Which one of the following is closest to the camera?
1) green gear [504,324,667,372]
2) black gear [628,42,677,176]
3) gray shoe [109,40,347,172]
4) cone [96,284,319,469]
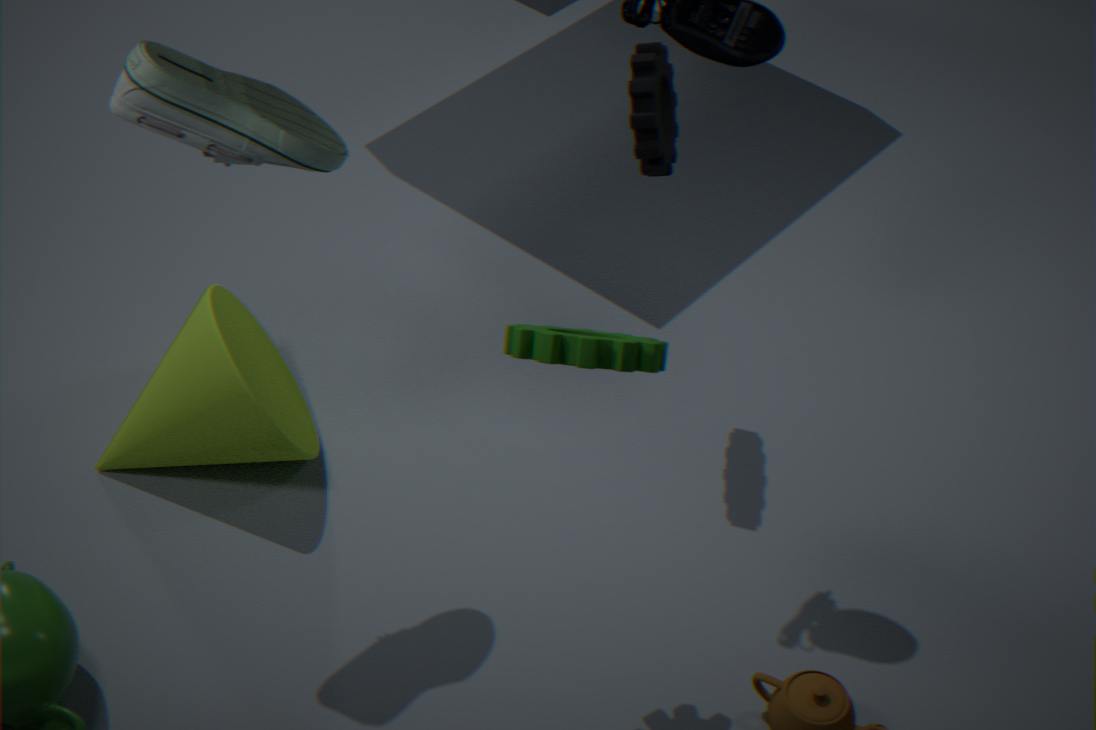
1. green gear [504,324,667,372]
